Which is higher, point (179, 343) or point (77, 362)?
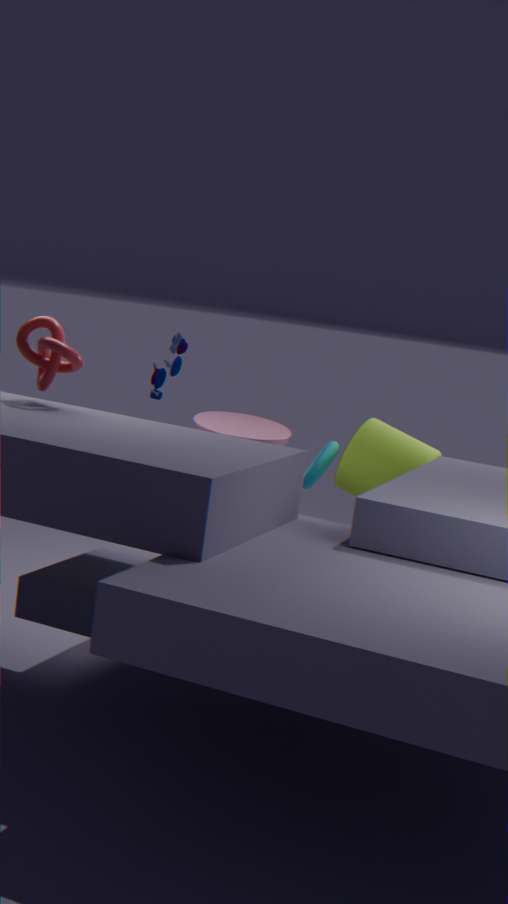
point (77, 362)
